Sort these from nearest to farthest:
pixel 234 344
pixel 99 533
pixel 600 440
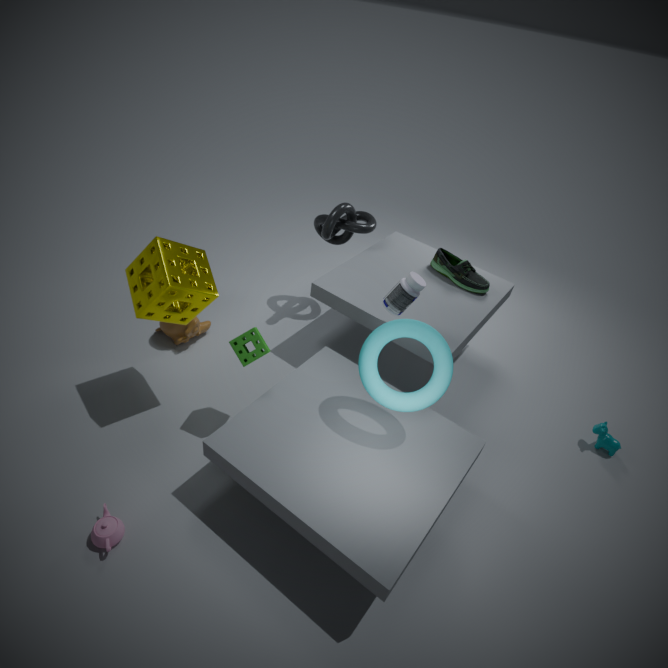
pixel 99 533, pixel 234 344, pixel 600 440
